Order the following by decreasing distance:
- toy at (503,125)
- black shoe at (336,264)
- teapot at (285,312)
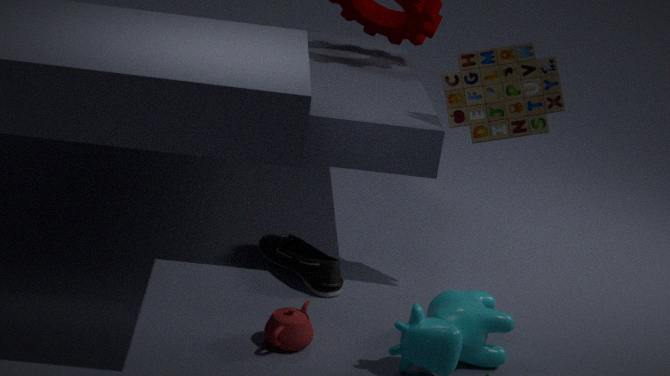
black shoe at (336,264)
toy at (503,125)
teapot at (285,312)
